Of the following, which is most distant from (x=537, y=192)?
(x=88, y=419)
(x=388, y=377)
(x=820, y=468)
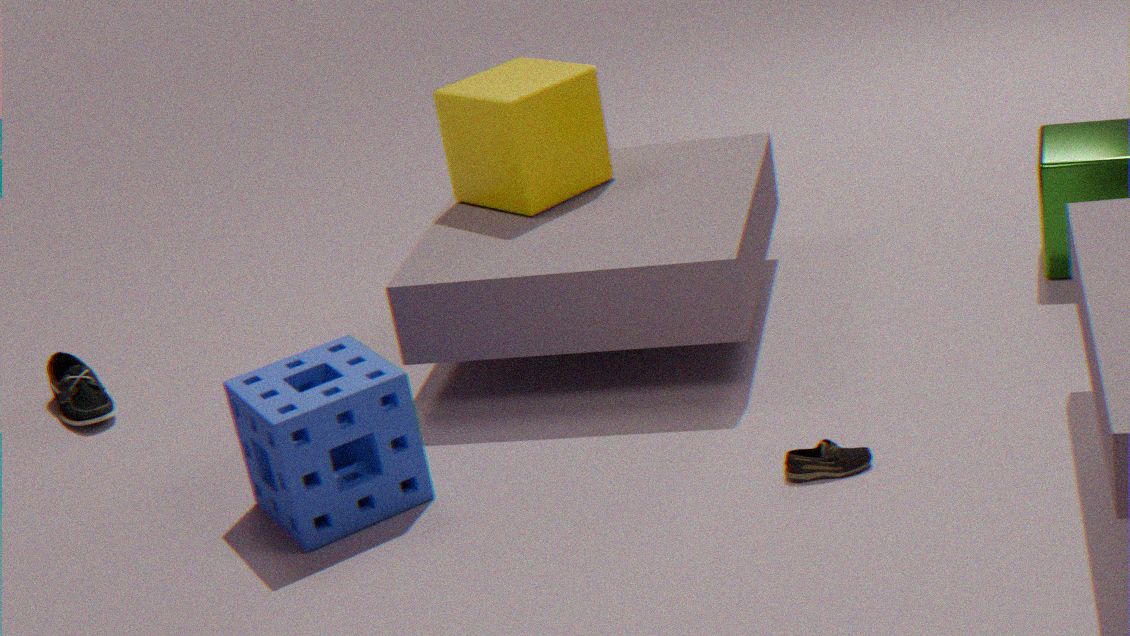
(x=88, y=419)
